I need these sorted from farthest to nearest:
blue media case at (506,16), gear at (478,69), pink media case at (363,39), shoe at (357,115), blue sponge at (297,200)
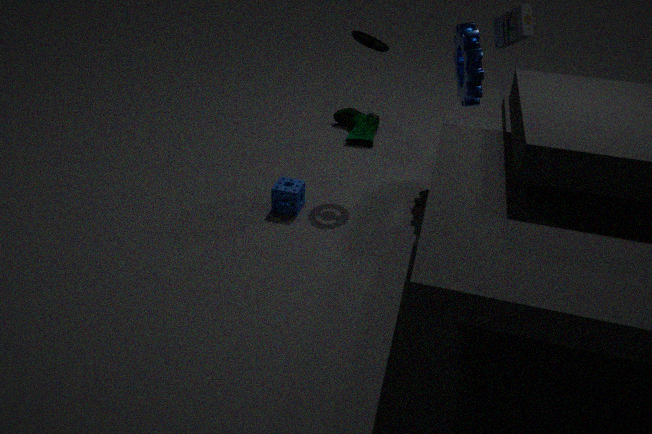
1. shoe at (357,115)
2. blue sponge at (297,200)
3. blue media case at (506,16)
4. pink media case at (363,39)
5. gear at (478,69)
